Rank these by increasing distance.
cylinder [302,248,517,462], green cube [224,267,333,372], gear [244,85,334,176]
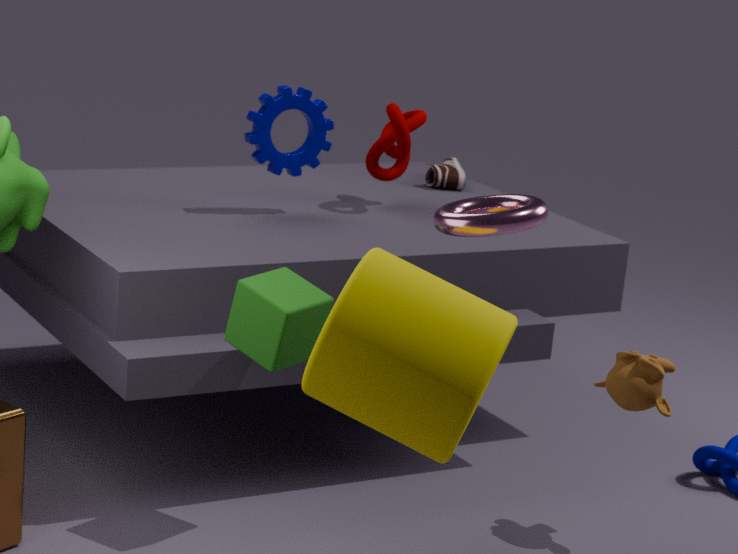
1. cylinder [302,248,517,462]
2. green cube [224,267,333,372]
3. gear [244,85,334,176]
